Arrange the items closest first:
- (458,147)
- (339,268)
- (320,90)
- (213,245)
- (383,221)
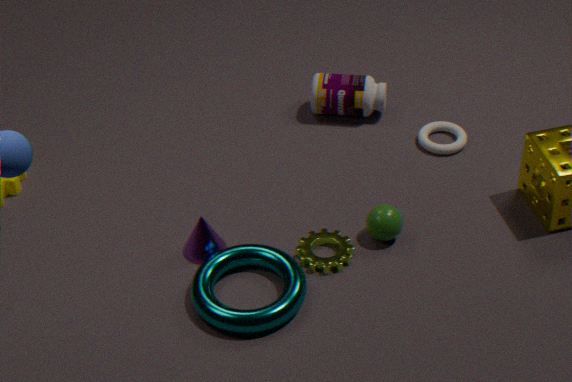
1. (339,268)
2. (383,221)
3. (213,245)
4. (458,147)
5. (320,90)
